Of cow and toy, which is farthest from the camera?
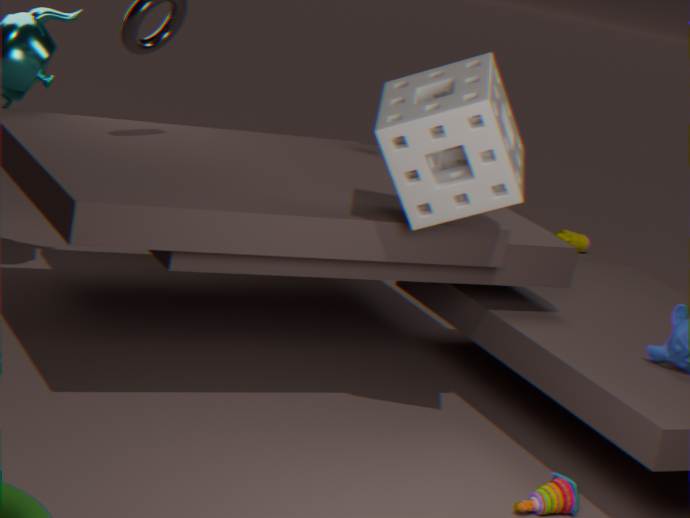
cow
